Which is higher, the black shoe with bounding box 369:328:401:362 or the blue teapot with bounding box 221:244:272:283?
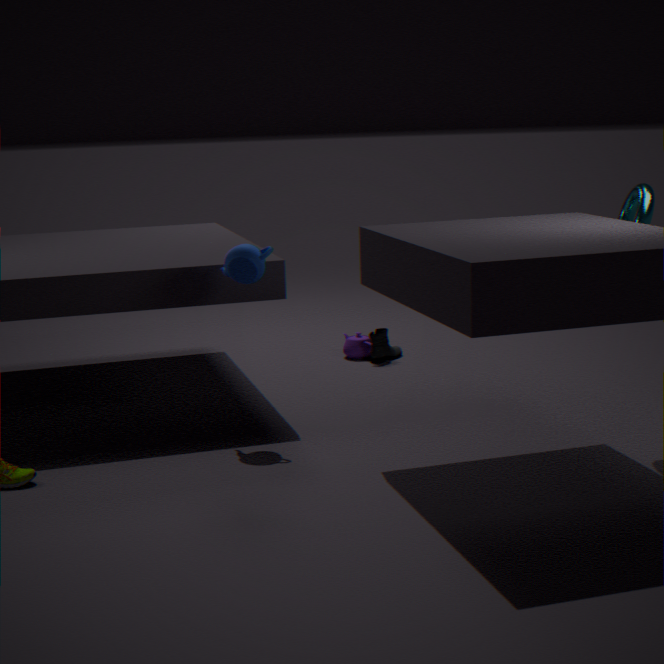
the blue teapot with bounding box 221:244:272:283
